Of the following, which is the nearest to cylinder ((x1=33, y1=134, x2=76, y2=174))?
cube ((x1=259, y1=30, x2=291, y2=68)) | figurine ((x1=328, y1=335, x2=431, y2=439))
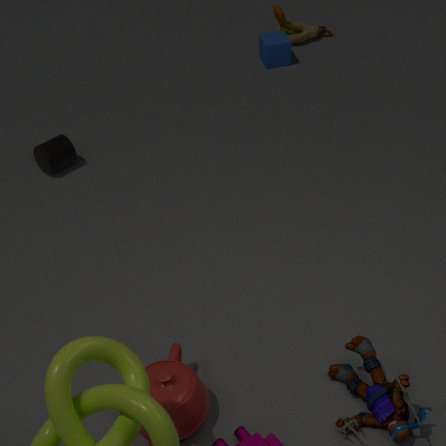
cube ((x1=259, y1=30, x2=291, y2=68))
